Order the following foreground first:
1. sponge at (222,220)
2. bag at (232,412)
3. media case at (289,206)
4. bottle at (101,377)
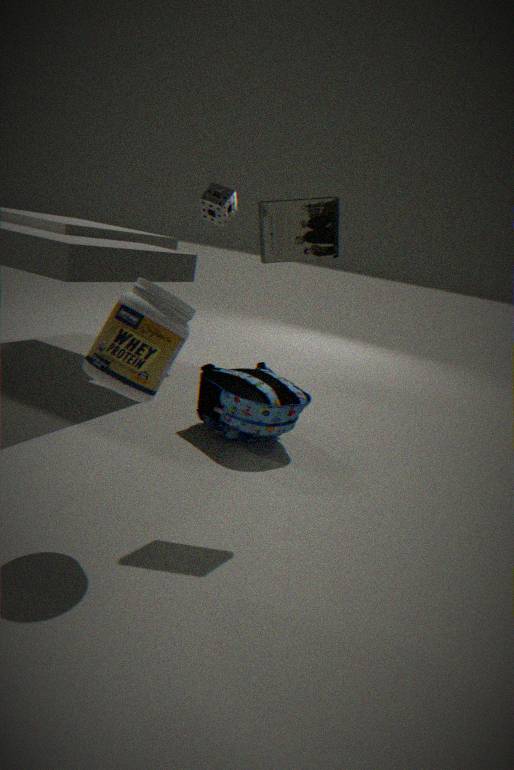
bottle at (101,377)
media case at (289,206)
bag at (232,412)
sponge at (222,220)
